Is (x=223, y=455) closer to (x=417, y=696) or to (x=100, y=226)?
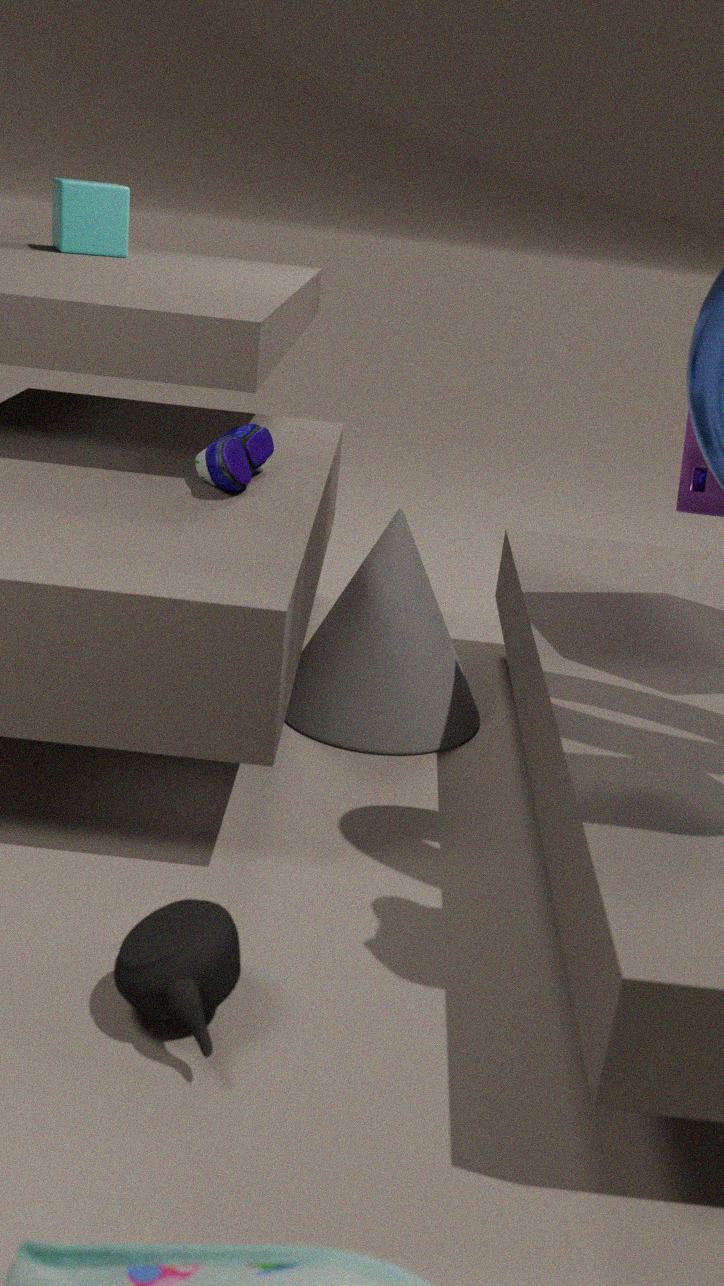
(x=417, y=696)
